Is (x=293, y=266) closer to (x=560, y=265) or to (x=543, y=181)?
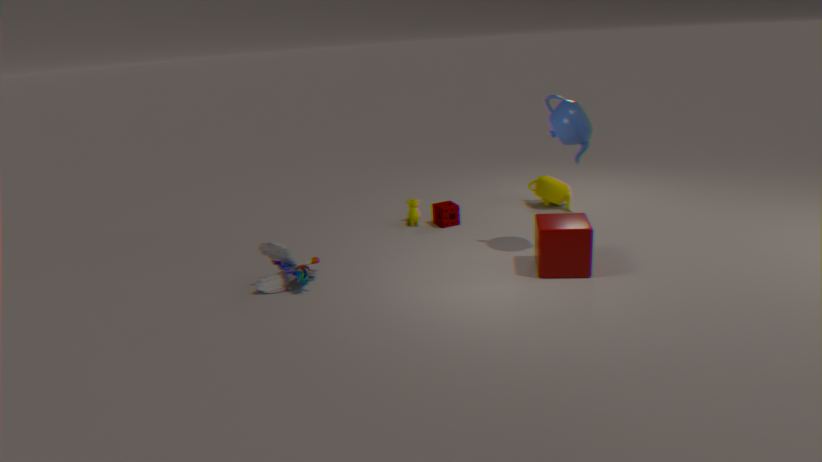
(x=560, y=265)
